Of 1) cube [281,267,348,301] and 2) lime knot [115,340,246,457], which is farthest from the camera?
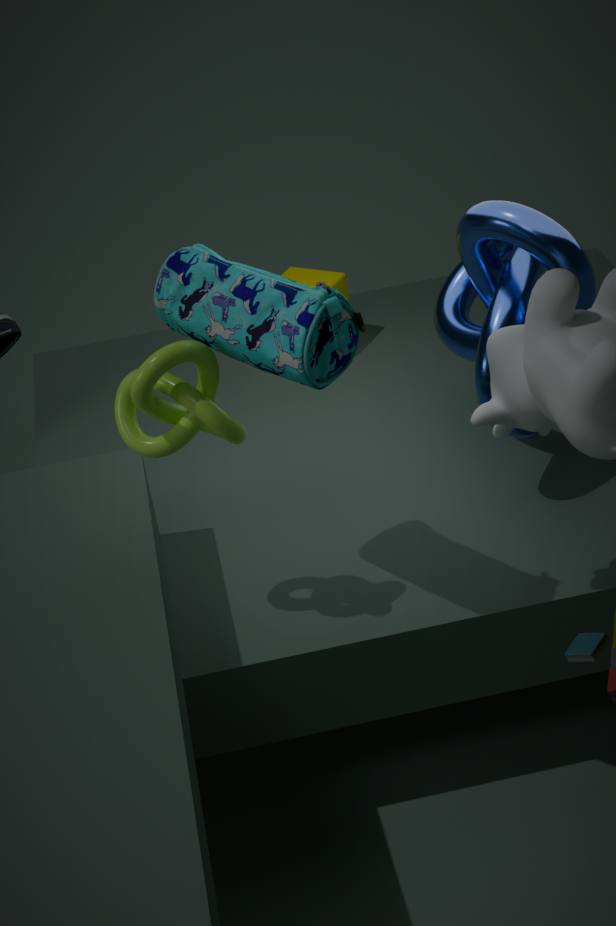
1. cube [281,267,348,301]
